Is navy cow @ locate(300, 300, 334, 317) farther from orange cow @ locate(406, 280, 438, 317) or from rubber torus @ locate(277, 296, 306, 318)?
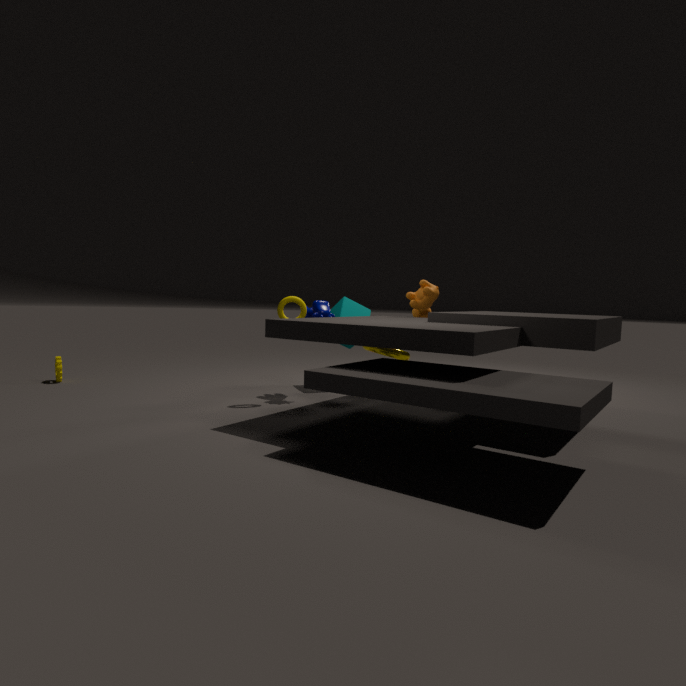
orange cow @ locate(406, 280, 438, 317)
